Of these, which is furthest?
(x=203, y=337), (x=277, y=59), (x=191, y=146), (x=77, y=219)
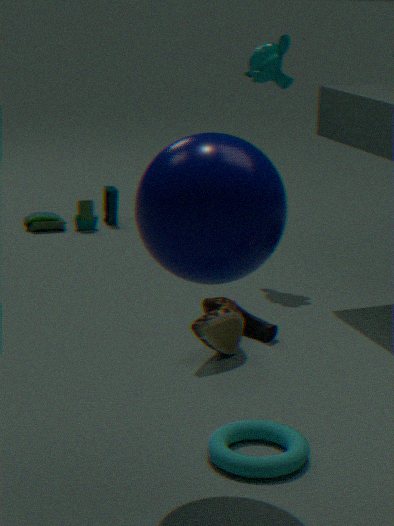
(x=77, y=219)
